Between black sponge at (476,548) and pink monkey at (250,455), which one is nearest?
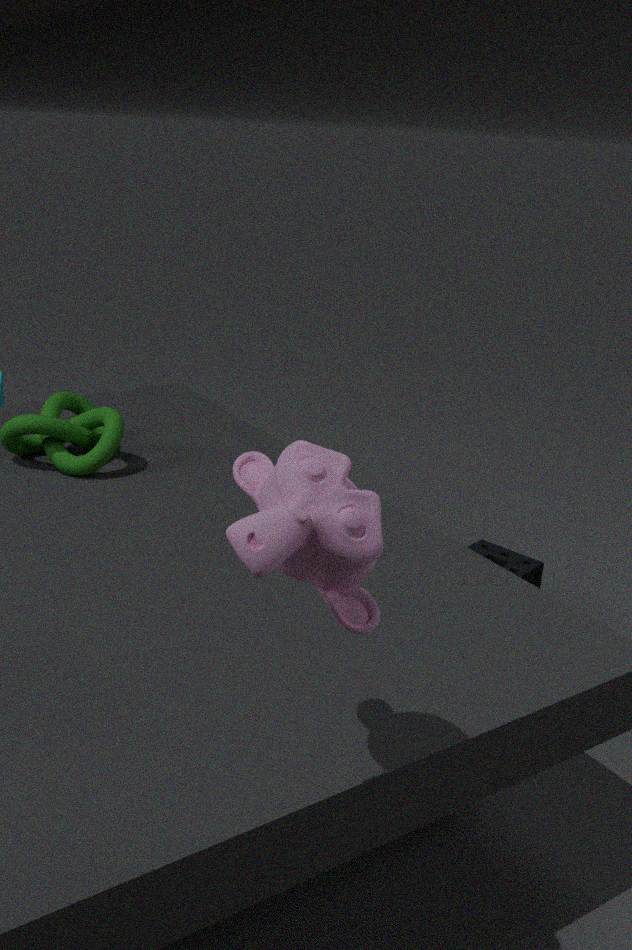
pink monkey at (250,455)
